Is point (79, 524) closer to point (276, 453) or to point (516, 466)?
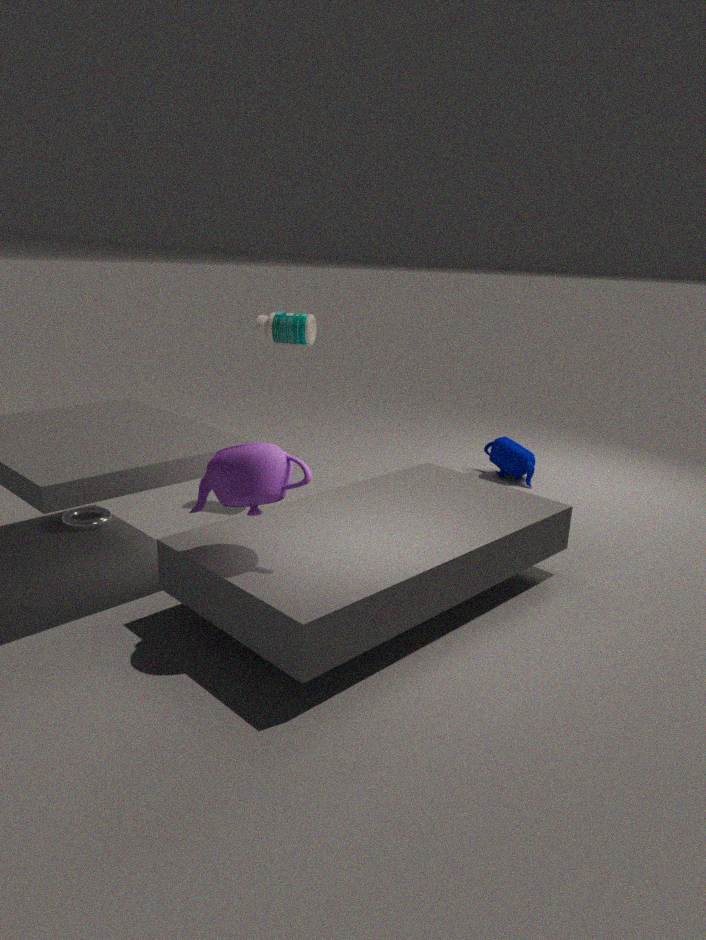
point (276, 453)
